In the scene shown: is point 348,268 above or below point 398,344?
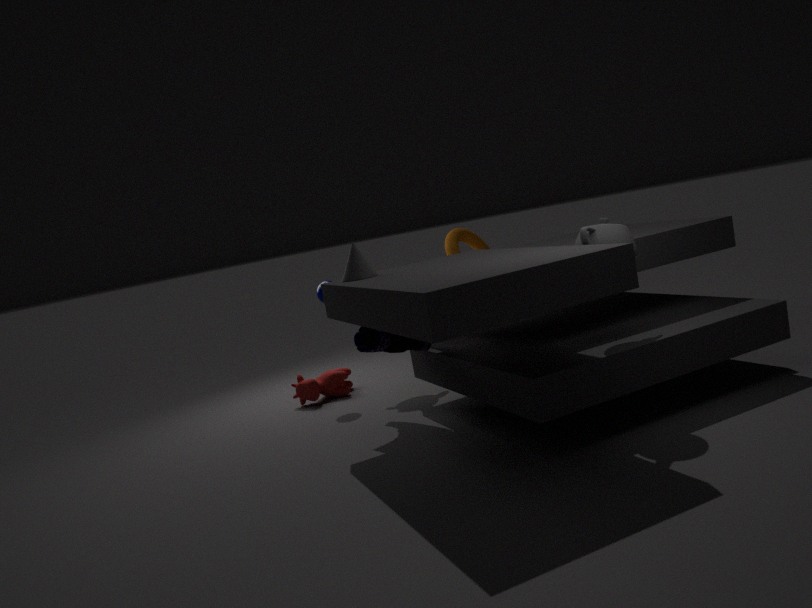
above
